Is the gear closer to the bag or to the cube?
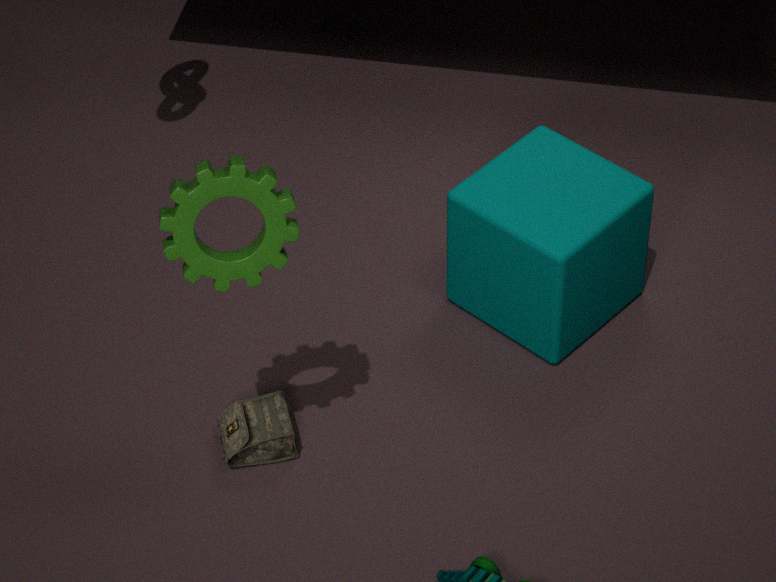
the bag
